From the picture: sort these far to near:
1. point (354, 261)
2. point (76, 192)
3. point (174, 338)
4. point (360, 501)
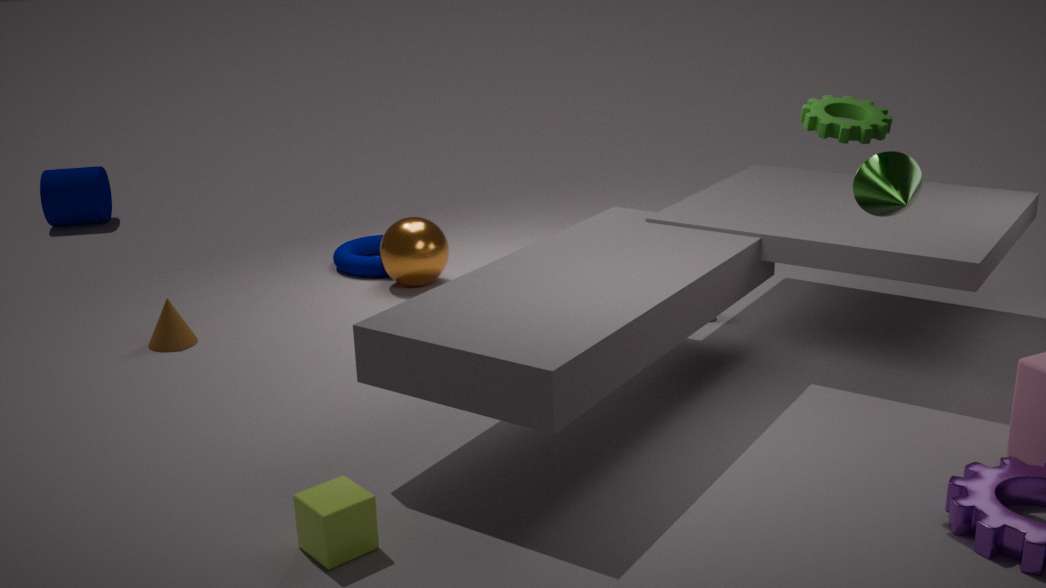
point (76, 192), point (354, 261), point (174, 338), point (360, 501)
